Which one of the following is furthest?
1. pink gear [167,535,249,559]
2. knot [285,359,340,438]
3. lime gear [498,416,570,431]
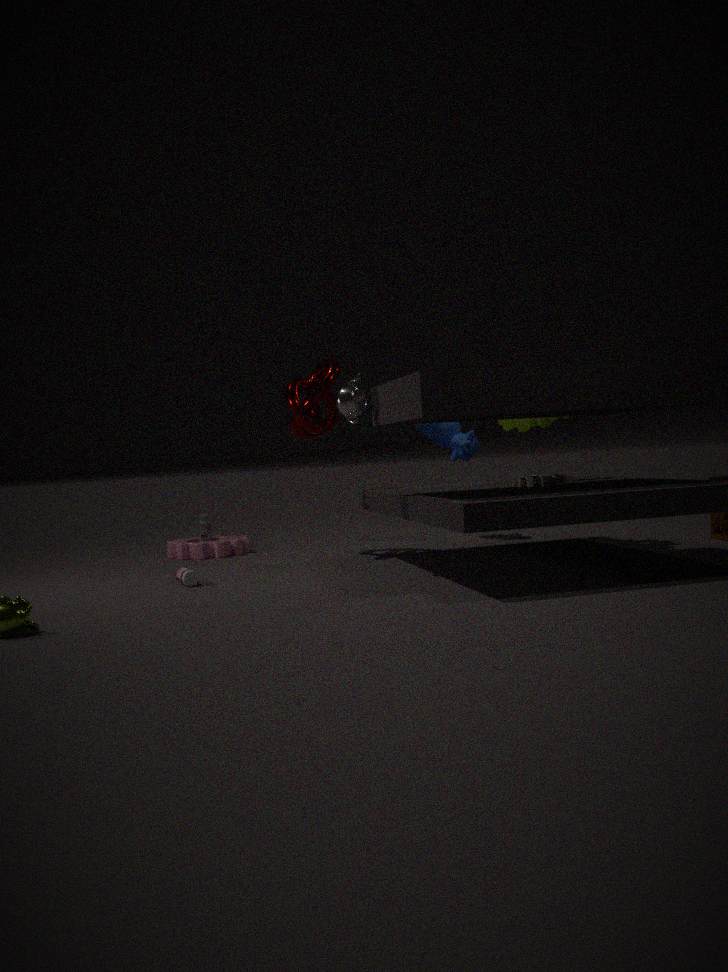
pink gear [167,535,249,559]
